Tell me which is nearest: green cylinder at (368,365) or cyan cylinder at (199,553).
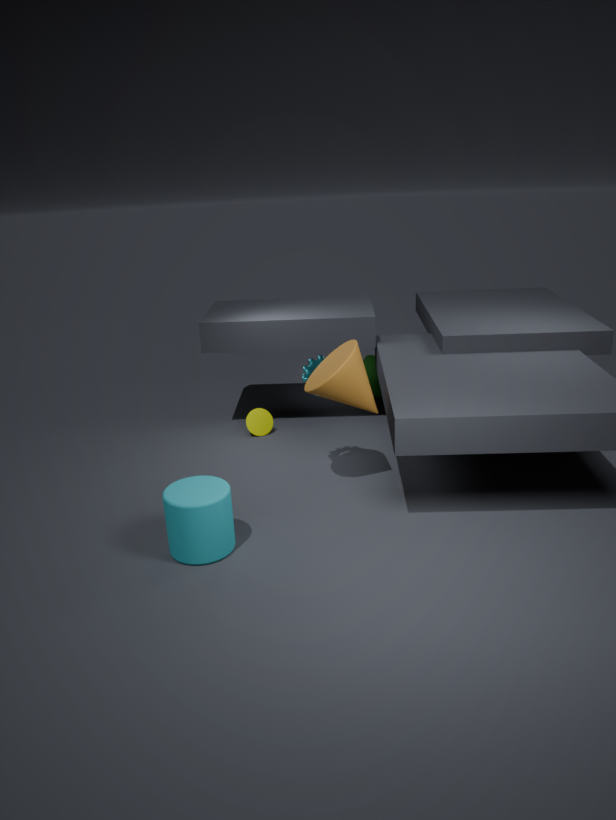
cyan cylinder at (199,553)
